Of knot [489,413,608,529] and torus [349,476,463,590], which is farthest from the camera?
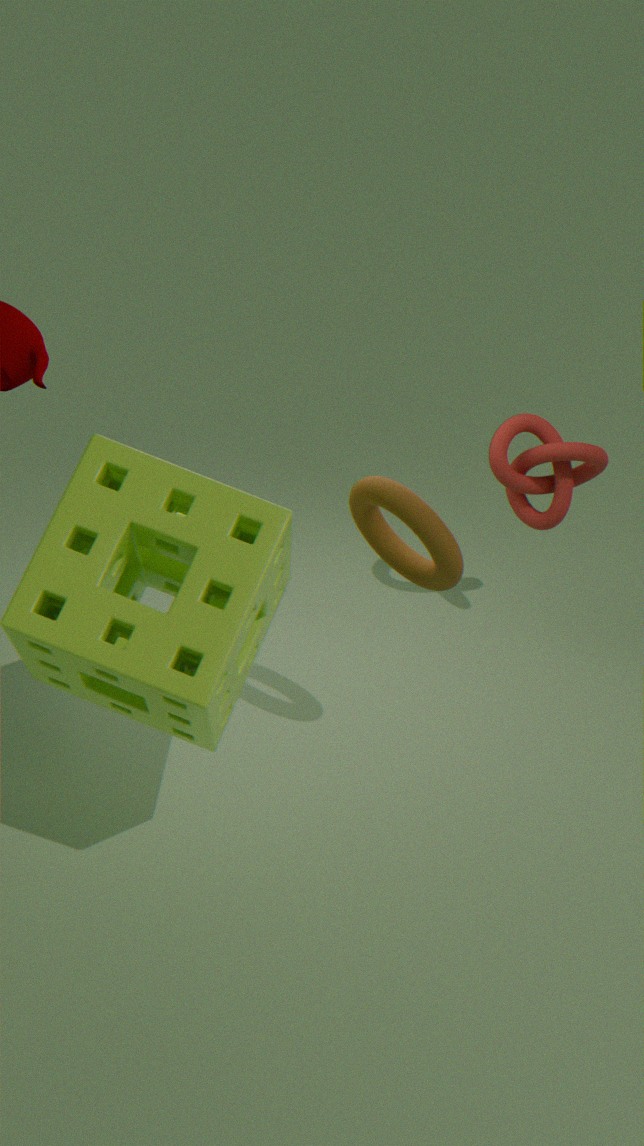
knot [489,413,608,529]
